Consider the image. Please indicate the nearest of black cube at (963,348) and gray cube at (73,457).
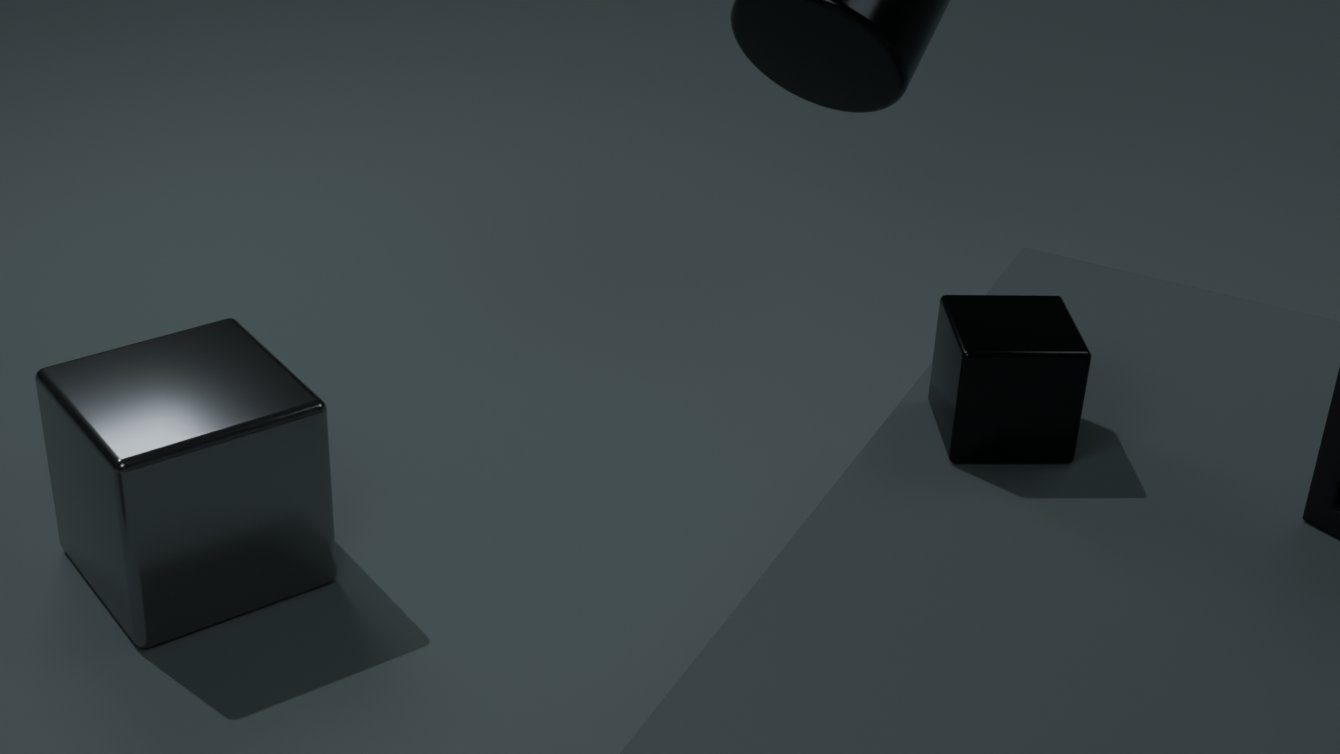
black cube at (963,348)
